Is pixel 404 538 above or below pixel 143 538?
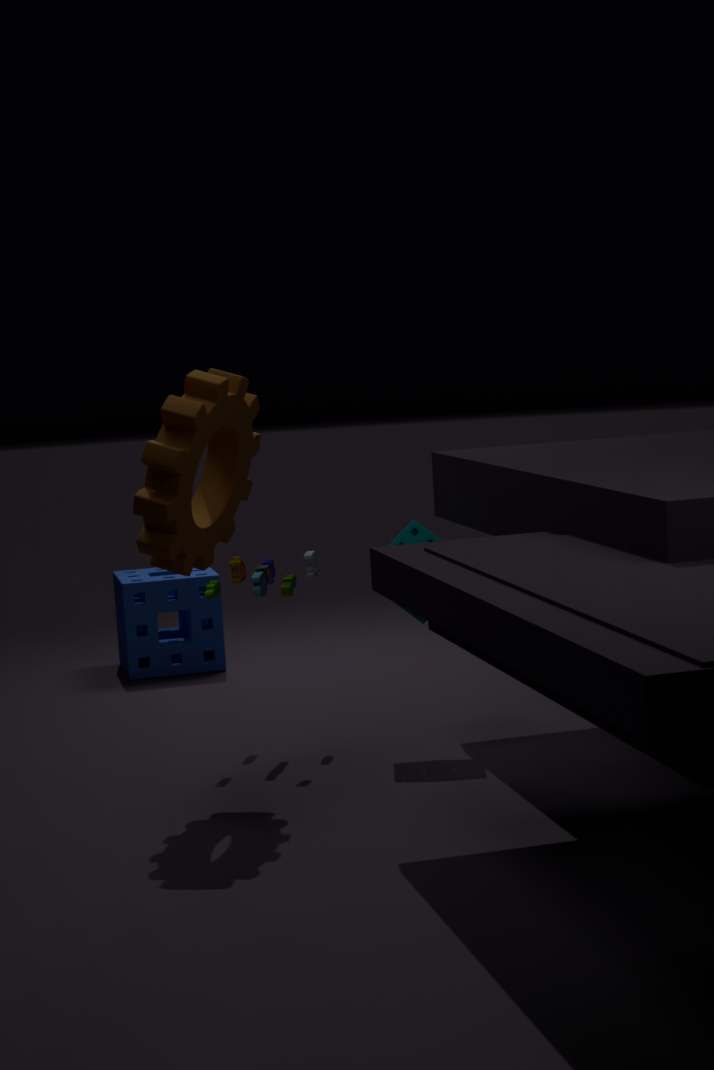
below
